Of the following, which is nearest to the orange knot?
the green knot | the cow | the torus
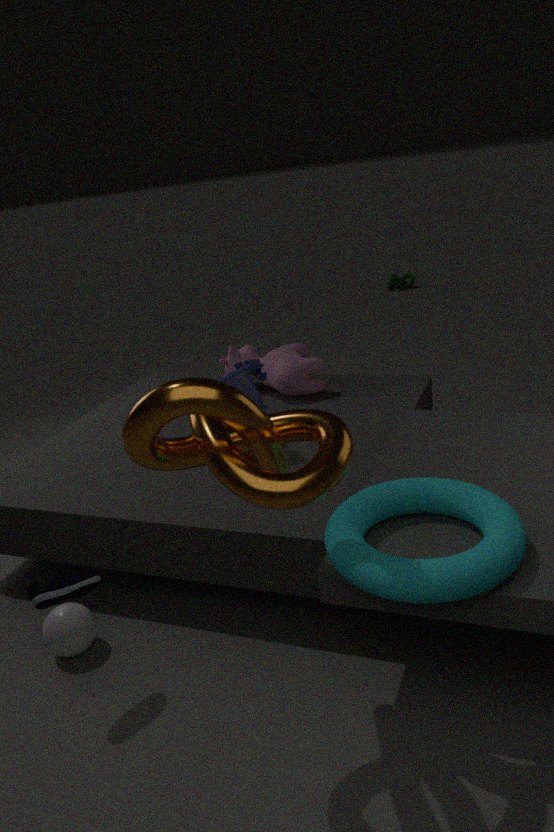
the torus
